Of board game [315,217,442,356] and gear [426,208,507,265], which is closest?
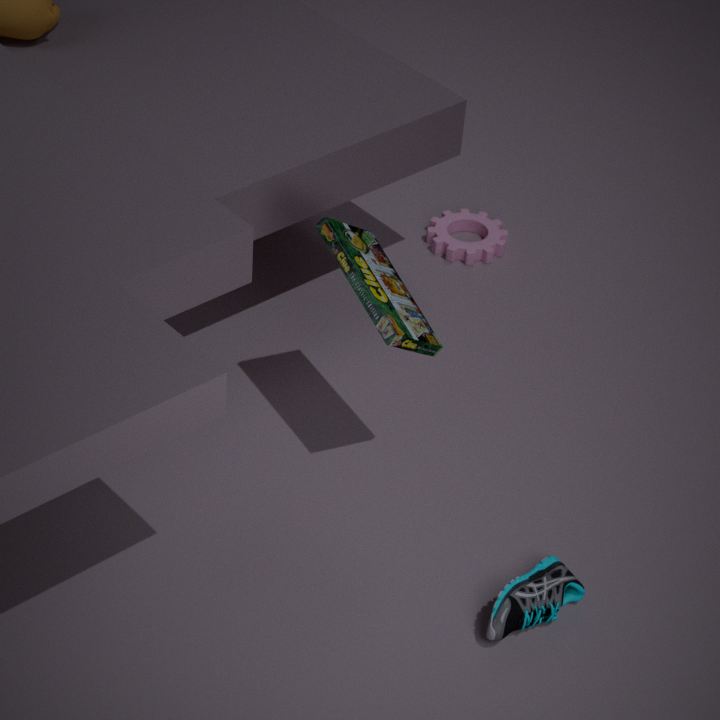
board game [315,217,442,356]
